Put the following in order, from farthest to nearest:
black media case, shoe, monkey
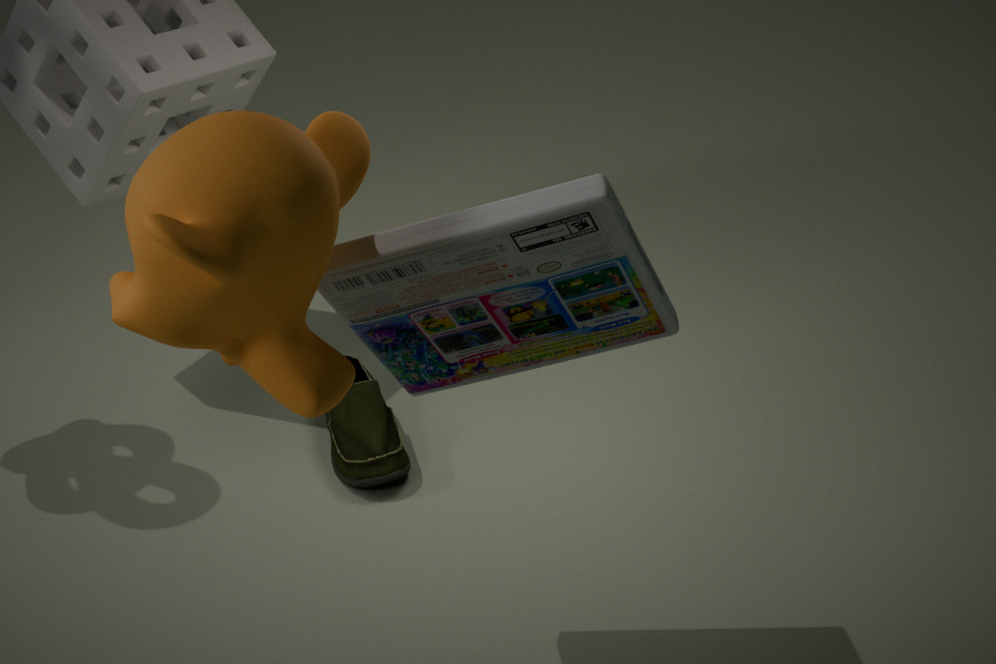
1. shoe
2. black media case
3. monkey
